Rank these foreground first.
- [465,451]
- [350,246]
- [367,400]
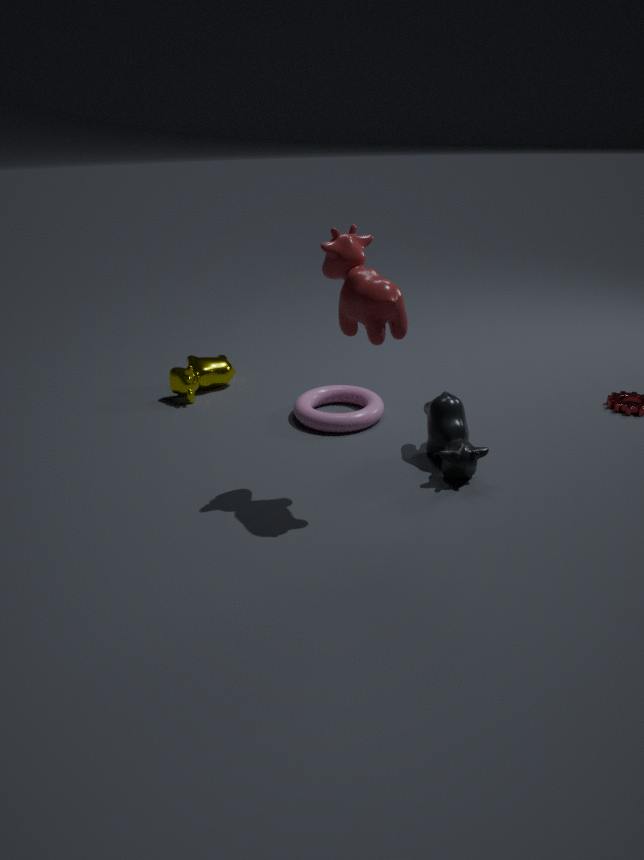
[350,246], [465,451], [367,400]
